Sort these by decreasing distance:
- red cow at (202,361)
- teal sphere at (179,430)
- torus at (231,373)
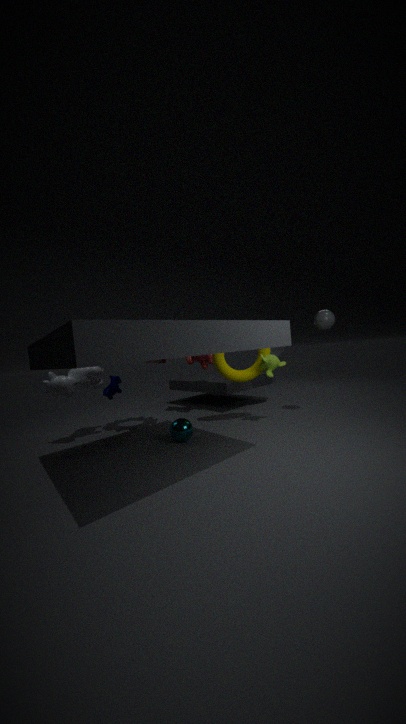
red cow at (202,361) → torus at (231,373) → teal sphere at (179,430)
